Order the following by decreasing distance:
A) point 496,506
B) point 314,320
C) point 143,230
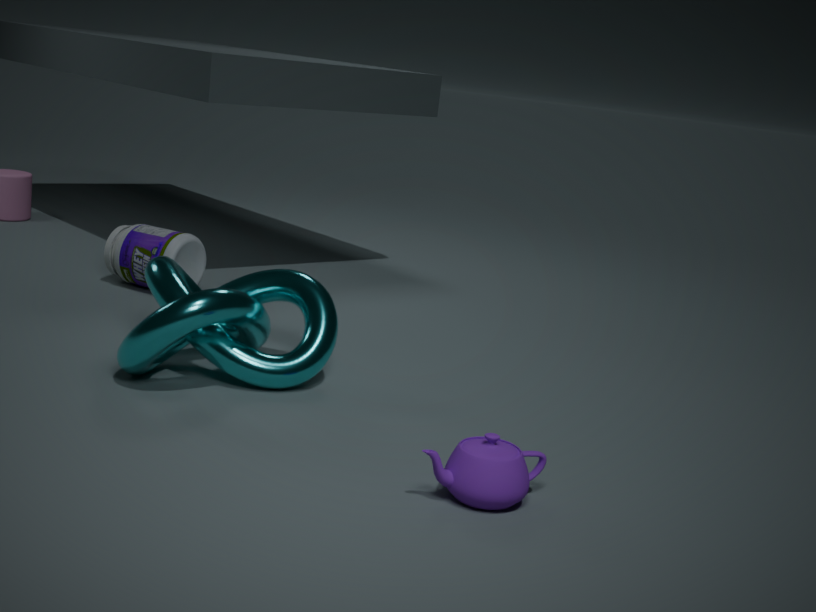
point 143,230, point 314,320, point 496,506
